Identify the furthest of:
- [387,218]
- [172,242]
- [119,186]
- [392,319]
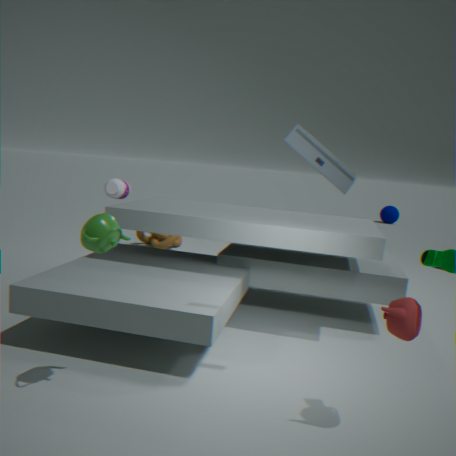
[387,218]
